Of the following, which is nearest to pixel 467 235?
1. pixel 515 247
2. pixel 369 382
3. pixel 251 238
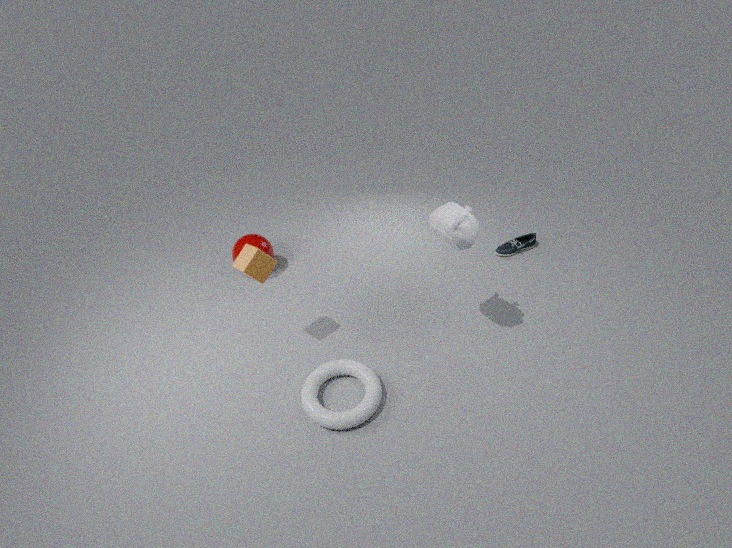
pixel 369 382
